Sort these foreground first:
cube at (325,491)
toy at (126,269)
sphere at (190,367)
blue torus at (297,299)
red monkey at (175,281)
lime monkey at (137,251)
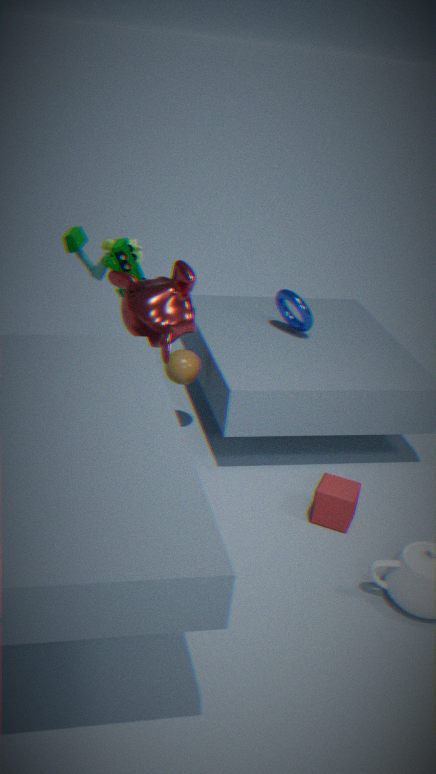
red monkey at (175,281) < toy at (126,269) < cube at (325,491) < lime monkey at (137,251) < sphere at (190,367) < blue torus at (297,299)
